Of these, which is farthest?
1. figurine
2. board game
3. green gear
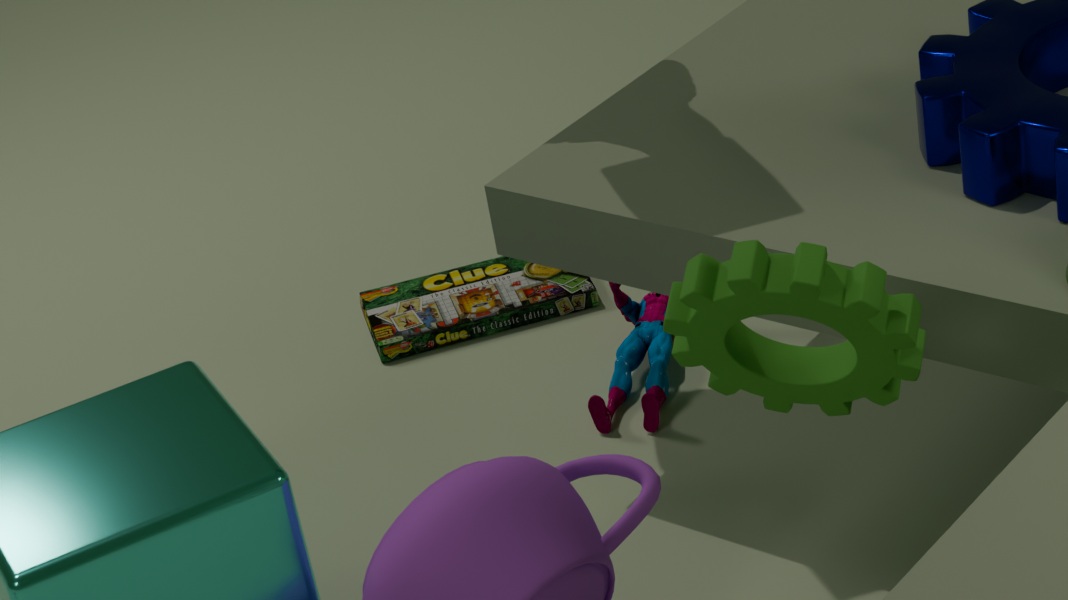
board game
